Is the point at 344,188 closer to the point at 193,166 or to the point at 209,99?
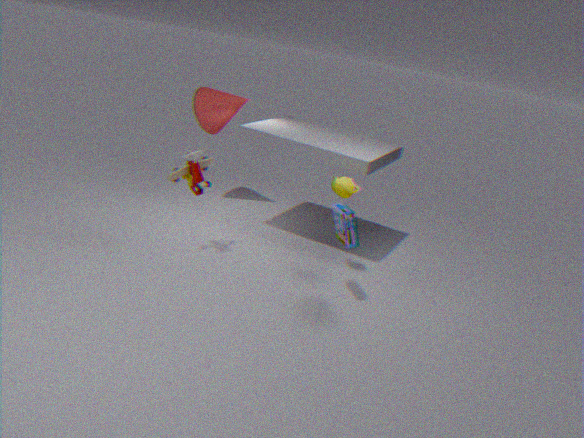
the point at 193,166
